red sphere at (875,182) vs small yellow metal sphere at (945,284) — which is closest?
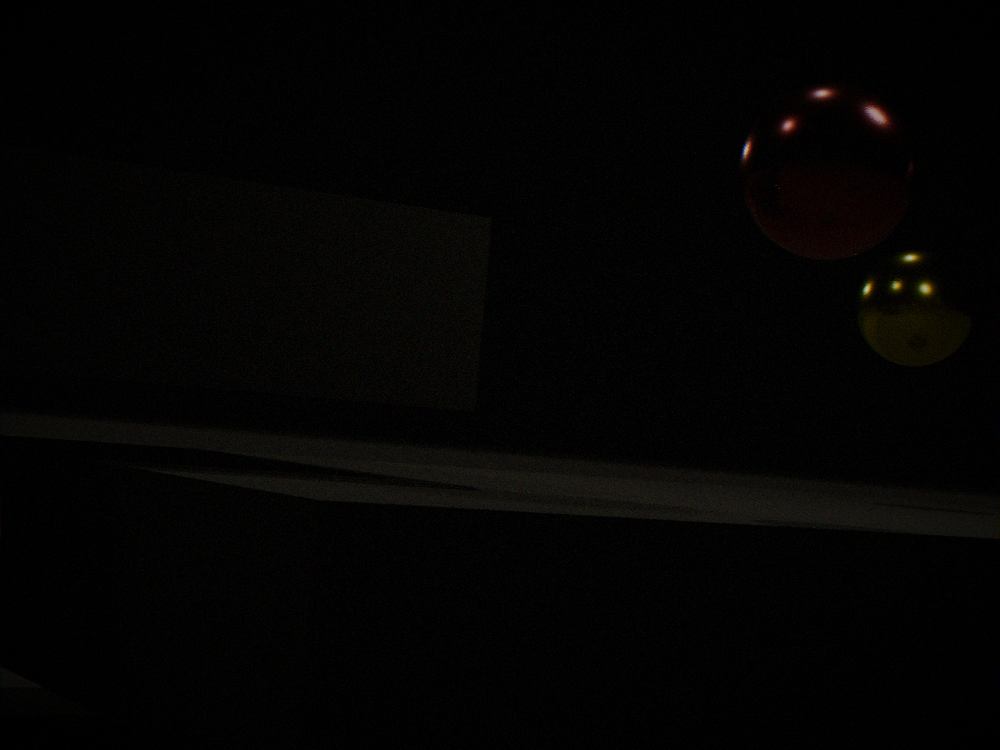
red sphere at (875,182)
